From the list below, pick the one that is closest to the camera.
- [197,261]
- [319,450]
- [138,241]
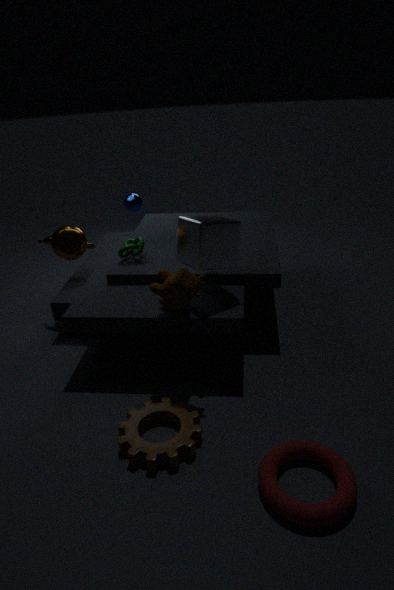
[319,450]
